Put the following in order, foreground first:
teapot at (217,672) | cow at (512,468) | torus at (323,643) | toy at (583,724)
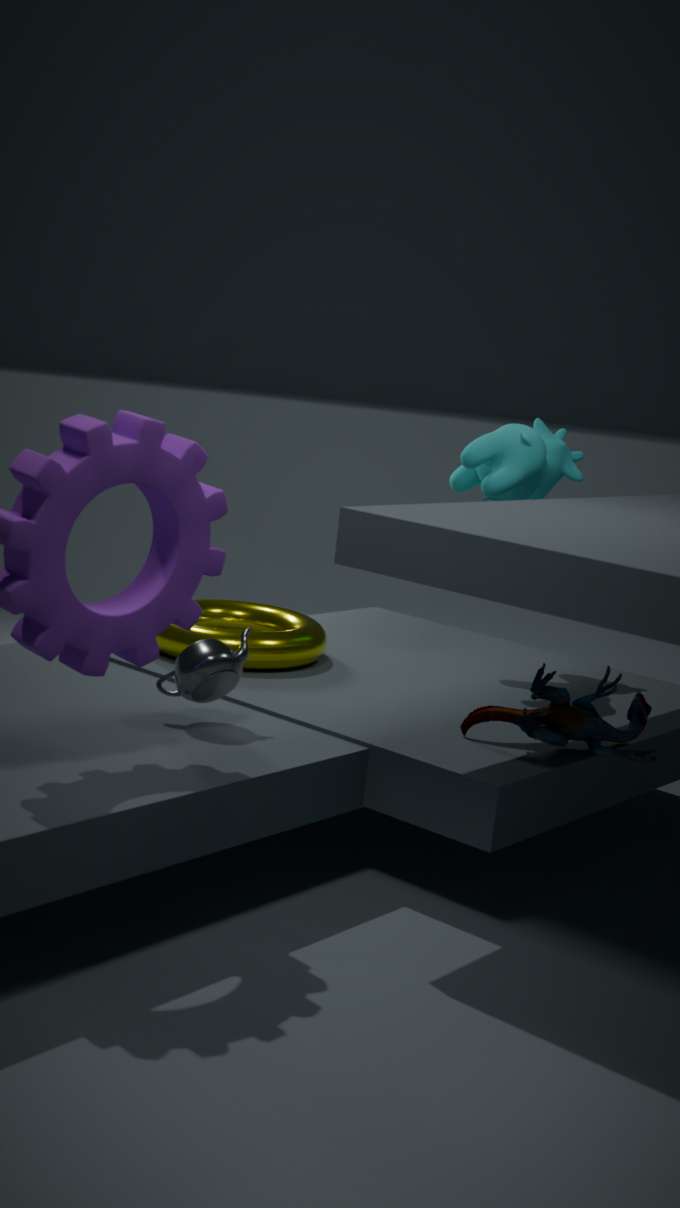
teapot at (217,672) < toy at (583,724) < torus at (323,643) < cow at (512,468)
